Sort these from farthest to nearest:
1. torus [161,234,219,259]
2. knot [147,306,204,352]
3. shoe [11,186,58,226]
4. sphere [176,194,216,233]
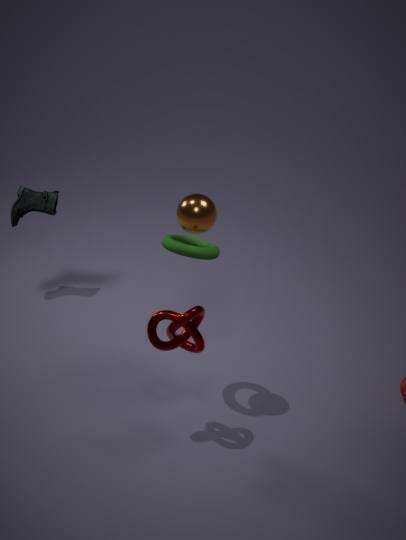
shoe [11,186,58,226] → torus [161,234,219,259] → sphere [176,194,216,233] → knot [147,306,204,352]
